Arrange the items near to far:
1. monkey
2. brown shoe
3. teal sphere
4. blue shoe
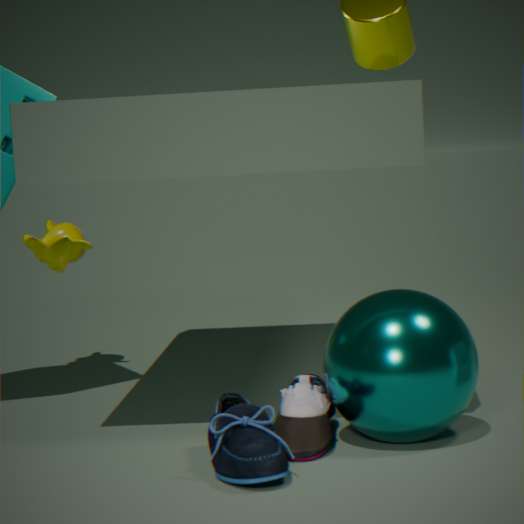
blue shoe, teal sphere, brown shoe, monkey
